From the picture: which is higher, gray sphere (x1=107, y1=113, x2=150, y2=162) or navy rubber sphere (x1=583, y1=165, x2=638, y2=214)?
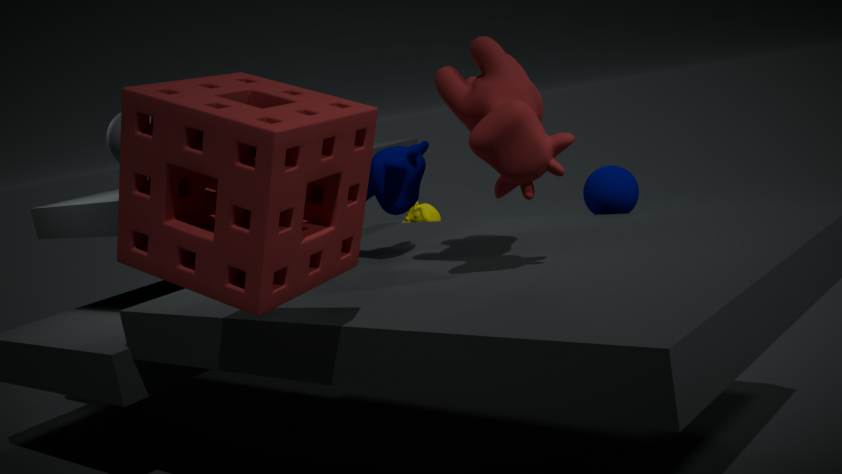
gray sphere (x1=107, y1=113, x2=150, y2=162)
